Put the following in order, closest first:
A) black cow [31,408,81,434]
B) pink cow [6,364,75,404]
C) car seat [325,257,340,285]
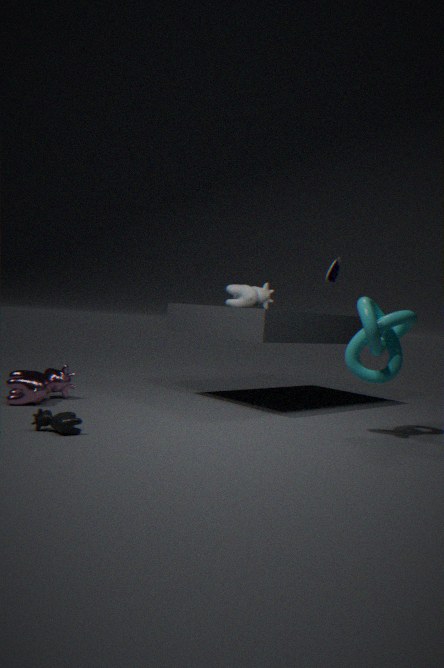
1. black cow [31,408,81,434]
2. pink cow [6,364,75,404]
3. car seat [325,257,340,285]
